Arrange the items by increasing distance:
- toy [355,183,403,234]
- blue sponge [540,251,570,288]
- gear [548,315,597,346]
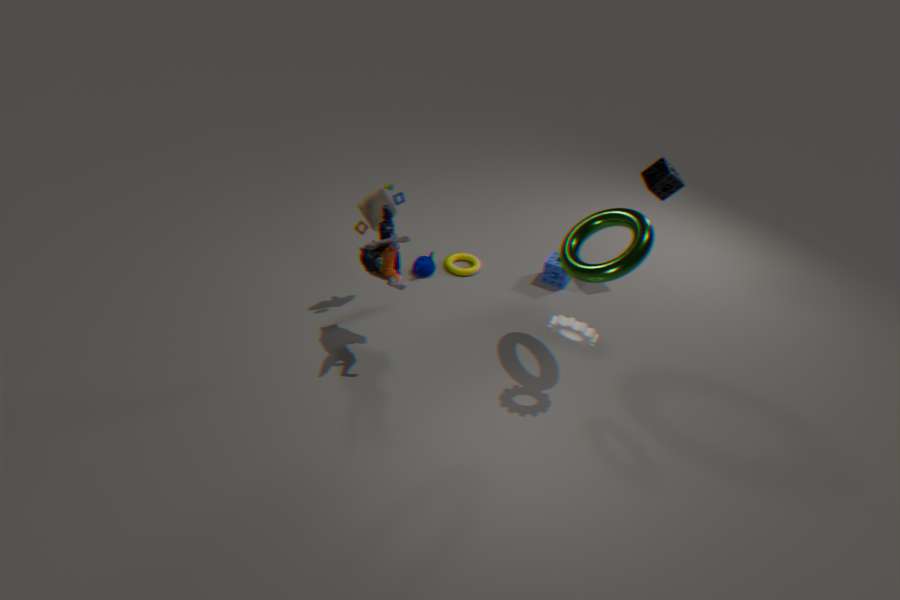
gear [548,315,597,346] < toy [355,183,403,234] < blue sponge [540,251,570,288]
